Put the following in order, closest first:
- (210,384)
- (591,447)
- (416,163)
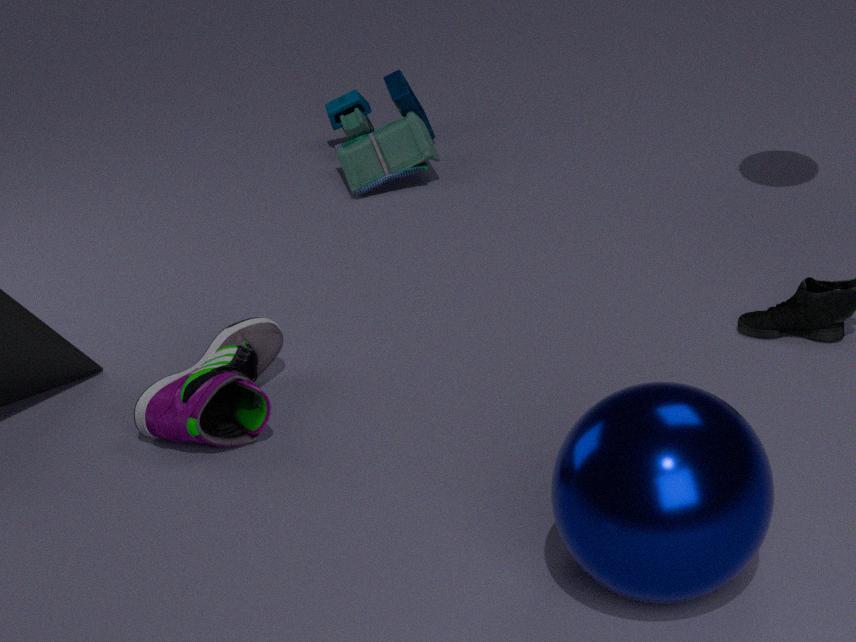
(591,447) → (210,384) → (416,163)
